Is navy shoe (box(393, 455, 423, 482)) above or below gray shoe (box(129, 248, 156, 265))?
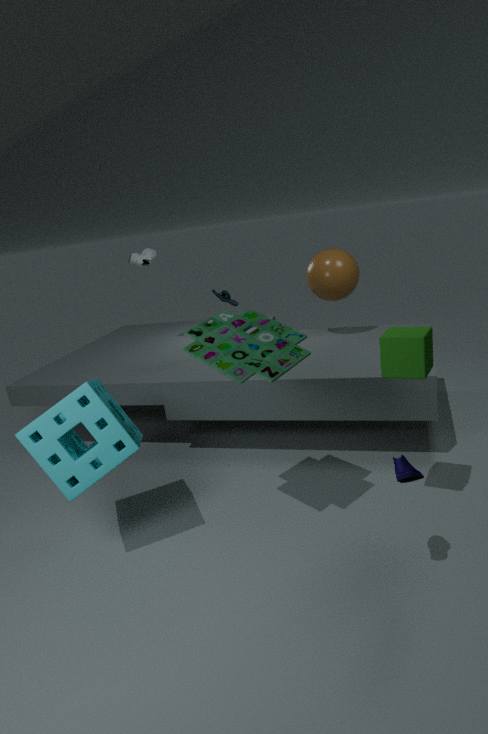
below
